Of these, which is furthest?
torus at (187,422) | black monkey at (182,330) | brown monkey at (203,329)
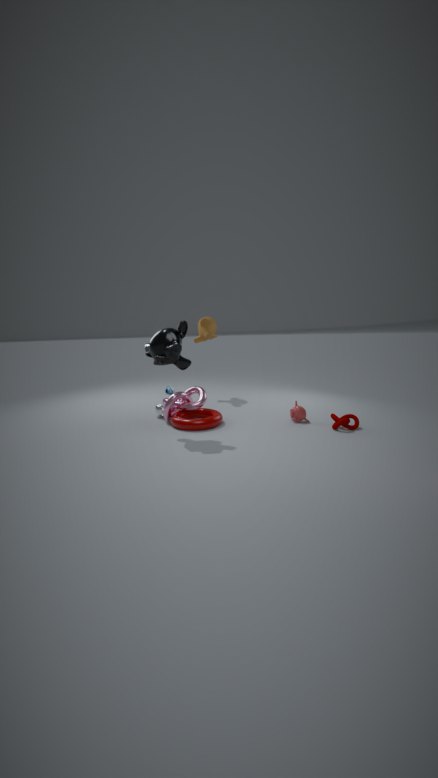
brown monkey at (203,329)
